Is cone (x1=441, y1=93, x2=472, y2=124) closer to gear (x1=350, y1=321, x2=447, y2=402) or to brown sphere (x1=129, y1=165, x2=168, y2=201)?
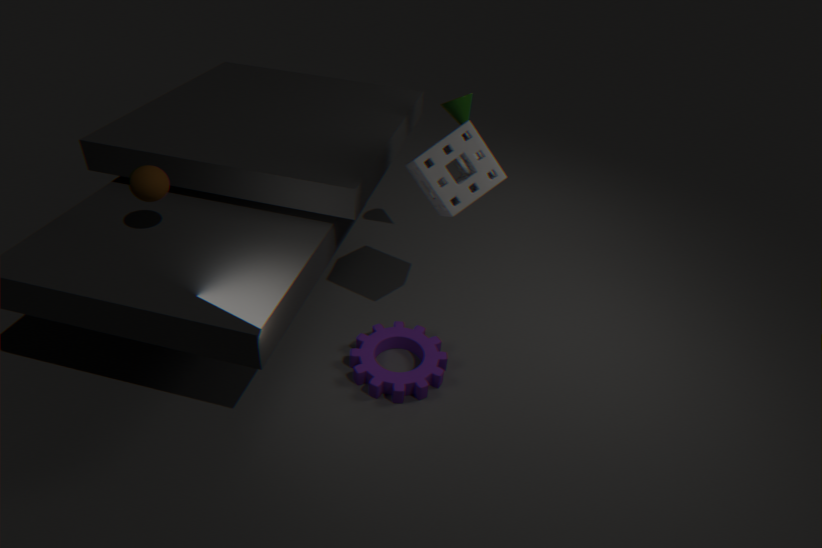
gear (x1=350, y1=321, x2=447, y2=402)
